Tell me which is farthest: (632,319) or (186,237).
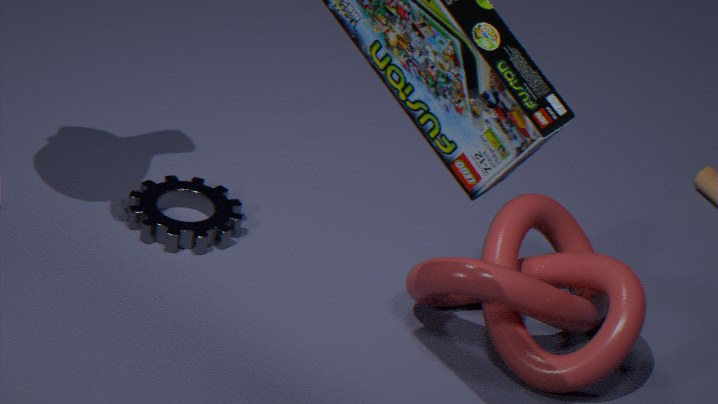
(186,237)
